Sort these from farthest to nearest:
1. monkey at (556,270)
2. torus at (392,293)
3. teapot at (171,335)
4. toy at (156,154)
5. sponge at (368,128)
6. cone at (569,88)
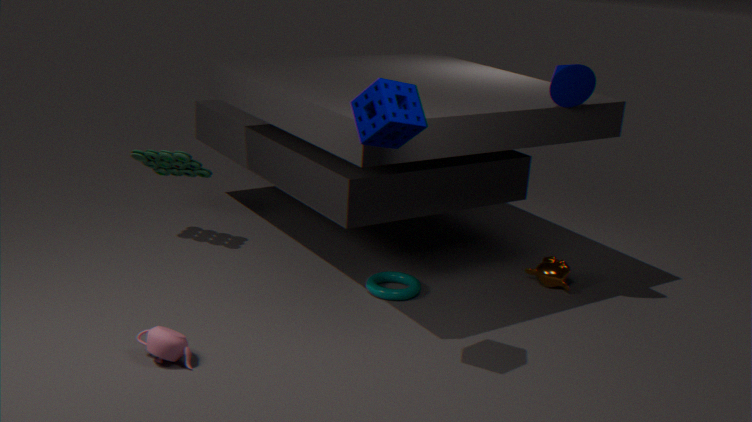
1. toy at (156,154)
2. monkey at (556,270)
3. torus at (392,293)
4. cone at (569,88)
5. teapot at (171,335)
6. sponge at (368,128)
